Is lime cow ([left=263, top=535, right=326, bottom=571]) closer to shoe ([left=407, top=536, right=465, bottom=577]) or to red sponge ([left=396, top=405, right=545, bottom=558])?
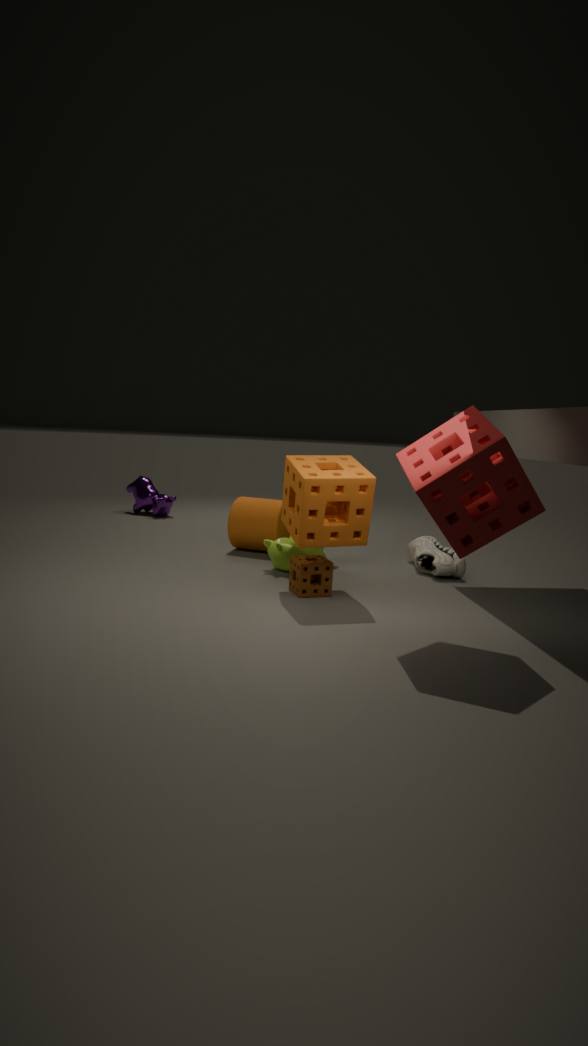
shoe ([left=407, top=536, right=465, bottom=577])
